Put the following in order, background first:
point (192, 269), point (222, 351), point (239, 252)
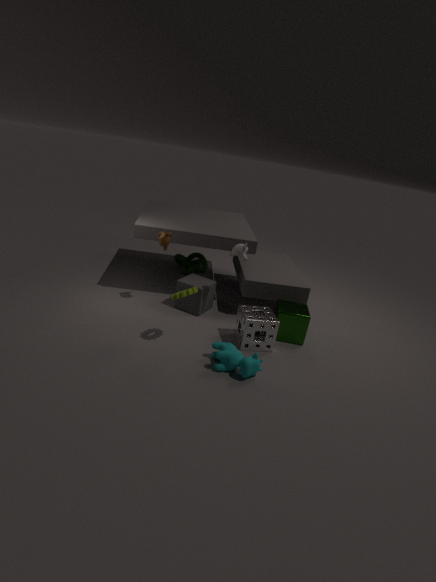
1. point (192, 269)
2. point (239, 252)
3. point (222, 351)
